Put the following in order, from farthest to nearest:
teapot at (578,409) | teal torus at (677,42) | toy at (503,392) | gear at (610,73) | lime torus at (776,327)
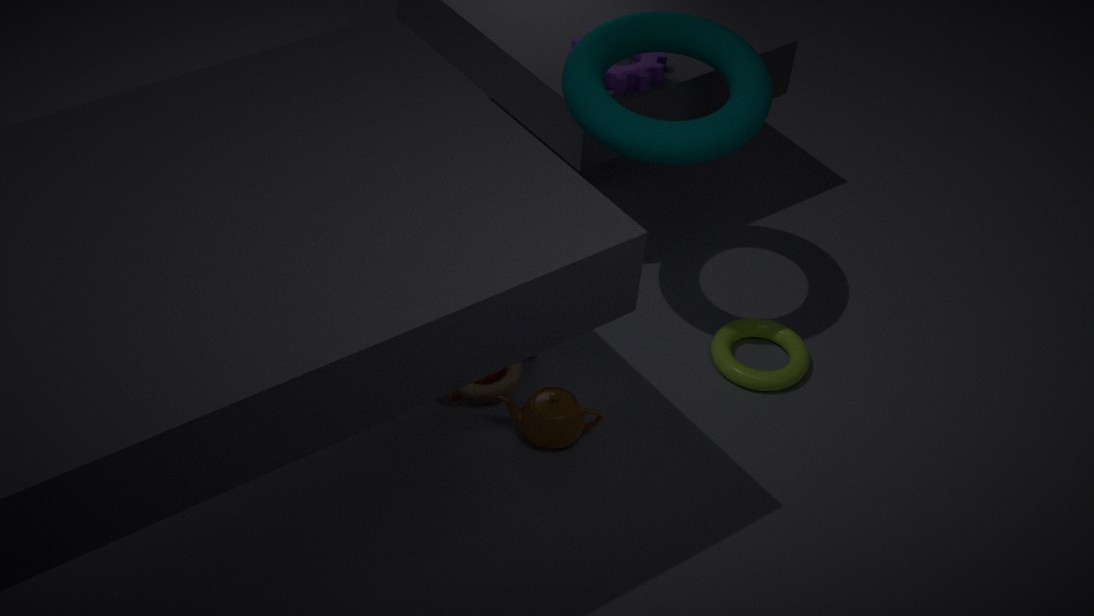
gear at (610,73) → lime torus at (776,327) → toy at (503,392) → teapot at (578,409) → teal torus at (677,42)
